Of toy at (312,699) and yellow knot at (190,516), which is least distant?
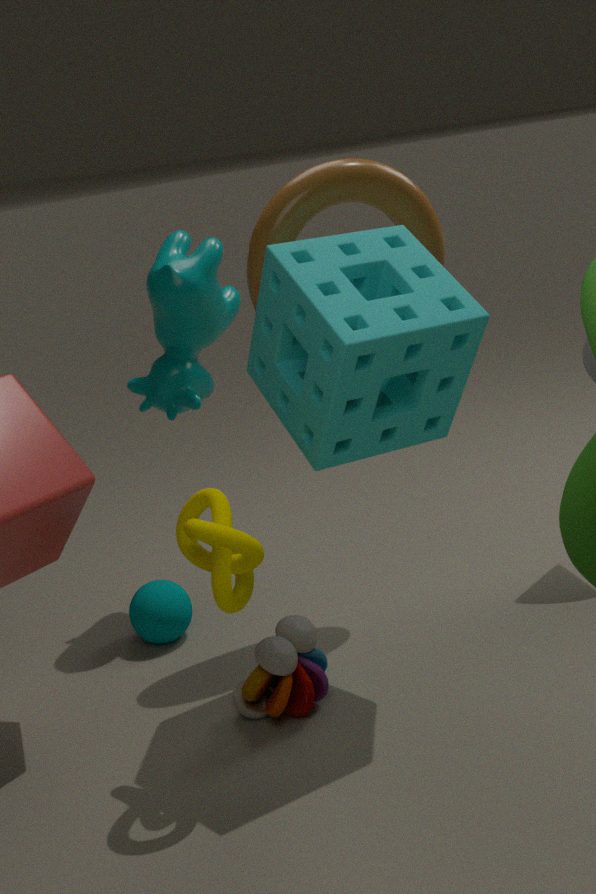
yellow knot at (190,516)
